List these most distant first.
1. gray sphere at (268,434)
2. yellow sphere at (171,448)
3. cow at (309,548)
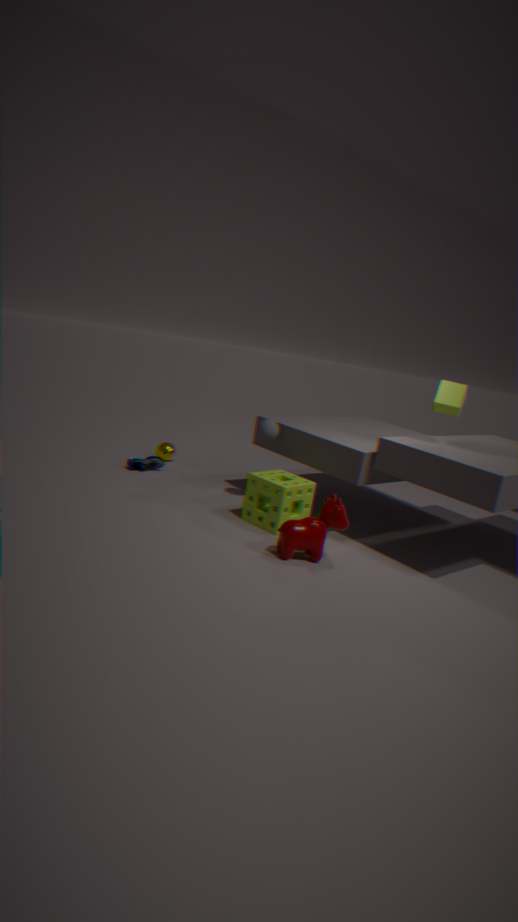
1. yellow sphere at (171,448)
2. gray sphere at (268,434)
3. cow at (309,548)
